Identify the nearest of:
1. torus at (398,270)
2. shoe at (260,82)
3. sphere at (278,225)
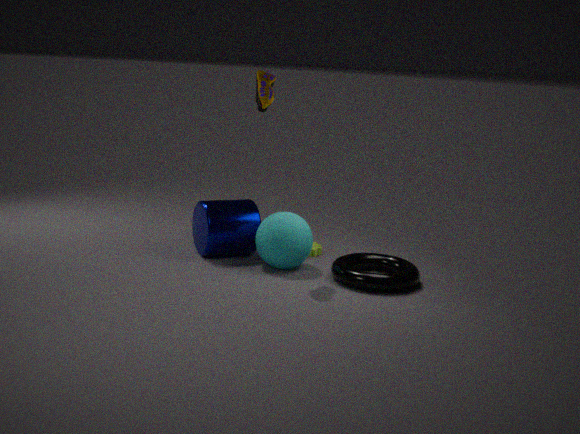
shoe at (260,82)
